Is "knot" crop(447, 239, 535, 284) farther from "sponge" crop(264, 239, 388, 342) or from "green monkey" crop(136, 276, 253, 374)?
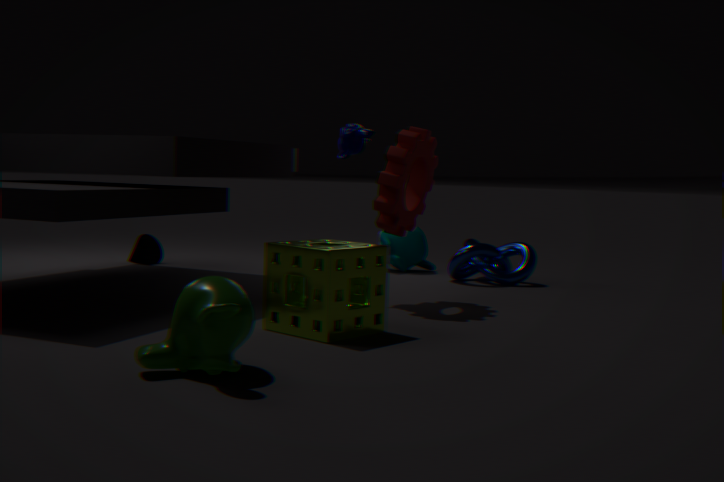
"green monkey" crop(136, 276, 253, 374)
